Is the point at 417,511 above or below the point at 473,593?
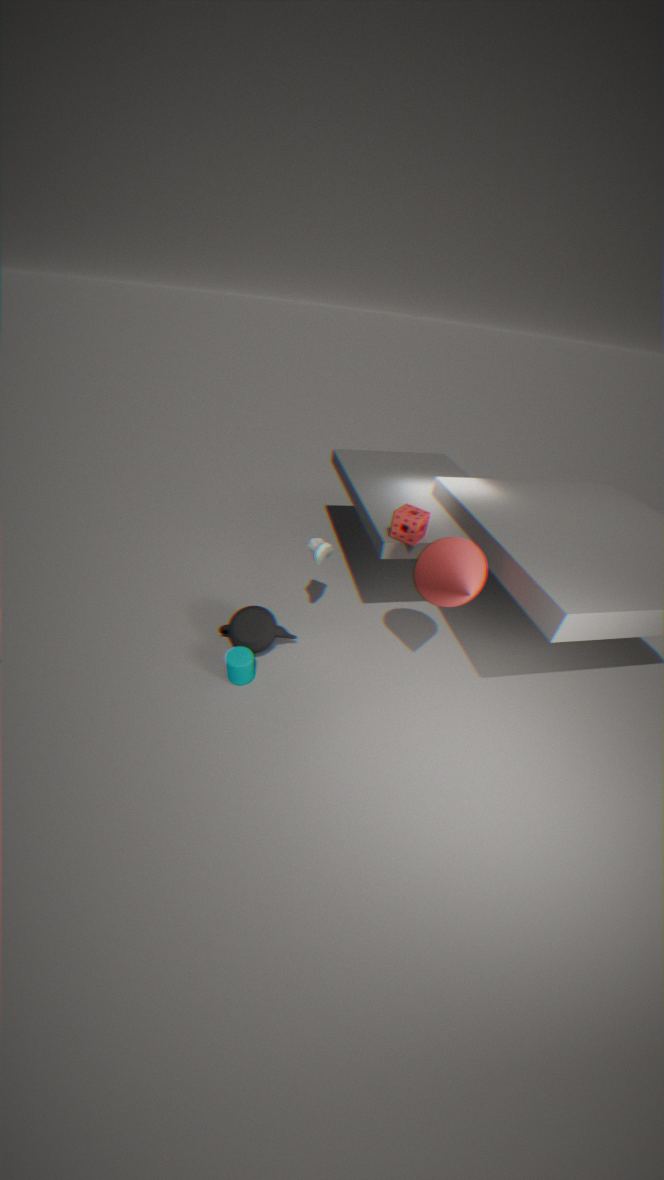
above
